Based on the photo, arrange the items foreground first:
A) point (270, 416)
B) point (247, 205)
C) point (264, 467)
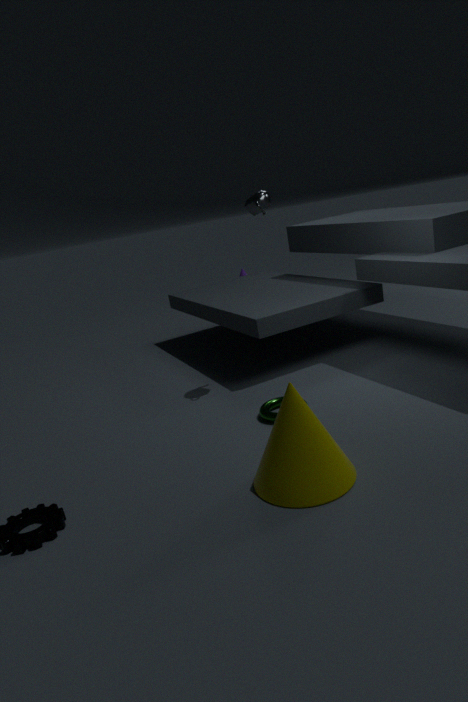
point (264, 467)
point (270, 416)
point (247, 205)
